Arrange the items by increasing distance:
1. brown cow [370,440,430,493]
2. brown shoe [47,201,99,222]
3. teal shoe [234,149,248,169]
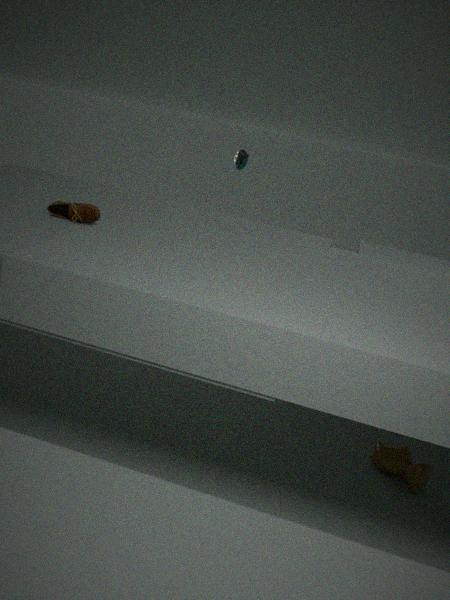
brown cow [370,440,430,493], brown shoe [47,201,99,222], teal shoe [234,149,248,169]
